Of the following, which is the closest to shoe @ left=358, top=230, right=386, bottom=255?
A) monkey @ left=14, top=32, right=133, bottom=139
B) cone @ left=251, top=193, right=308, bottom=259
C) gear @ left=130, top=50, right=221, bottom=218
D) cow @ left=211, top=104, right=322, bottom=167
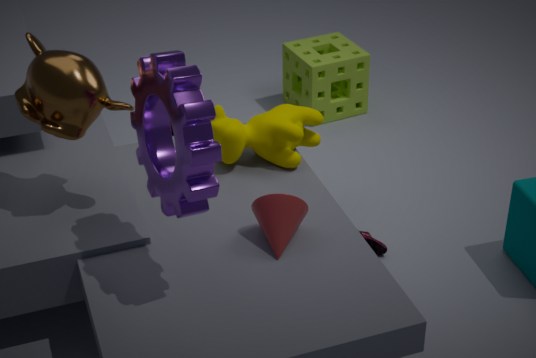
cow @ left=211, top=104, right=322, bottom=167
